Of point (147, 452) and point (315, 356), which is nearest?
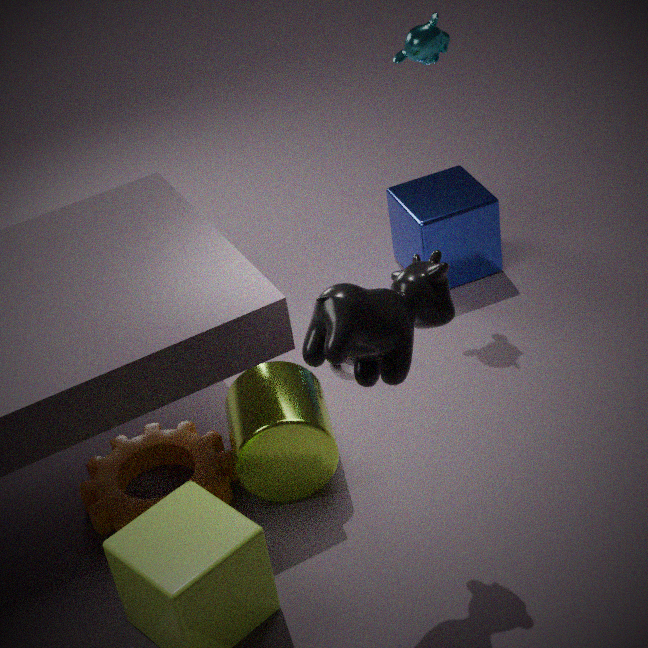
point (315, 356)
